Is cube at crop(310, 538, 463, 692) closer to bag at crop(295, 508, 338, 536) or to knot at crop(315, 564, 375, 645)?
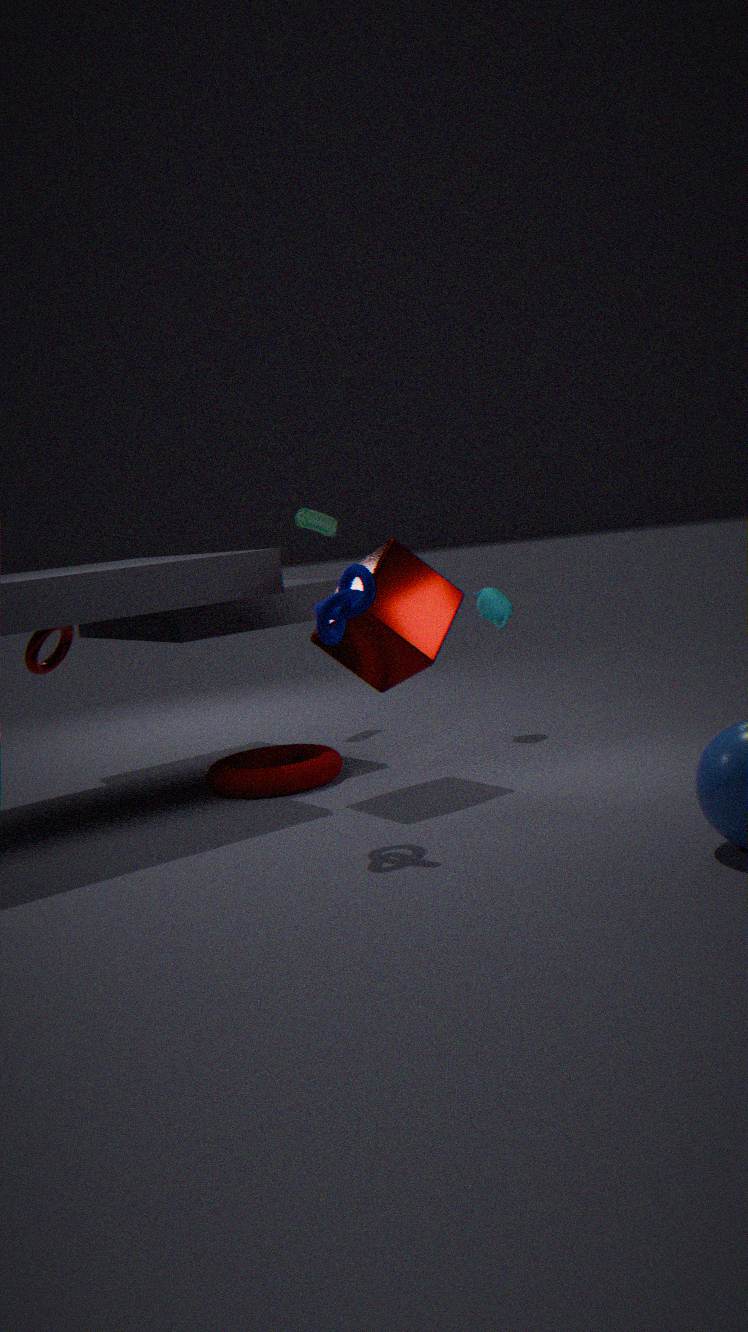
knot at crop(315, 564, 375, 645)
